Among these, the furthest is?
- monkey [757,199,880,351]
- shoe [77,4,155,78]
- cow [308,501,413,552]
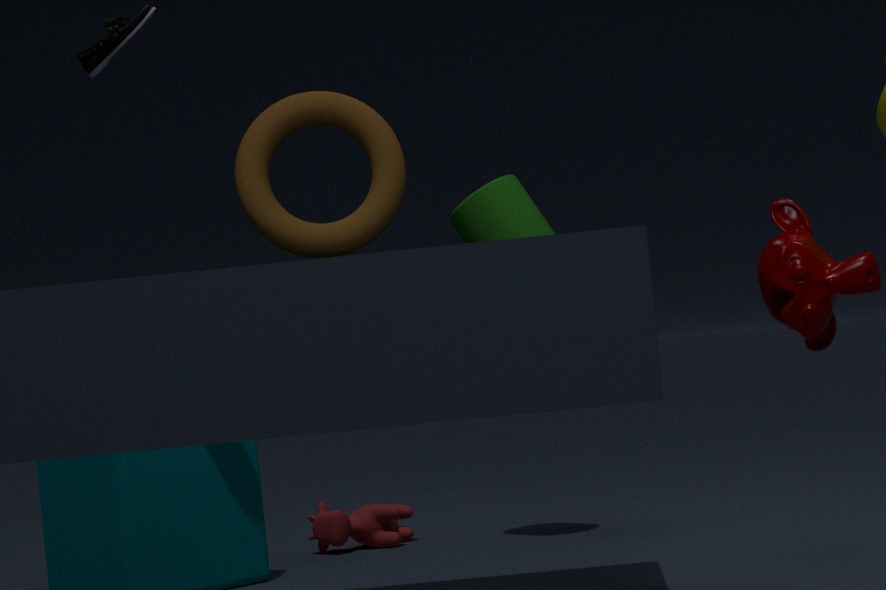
cow [308,501,413,552]
